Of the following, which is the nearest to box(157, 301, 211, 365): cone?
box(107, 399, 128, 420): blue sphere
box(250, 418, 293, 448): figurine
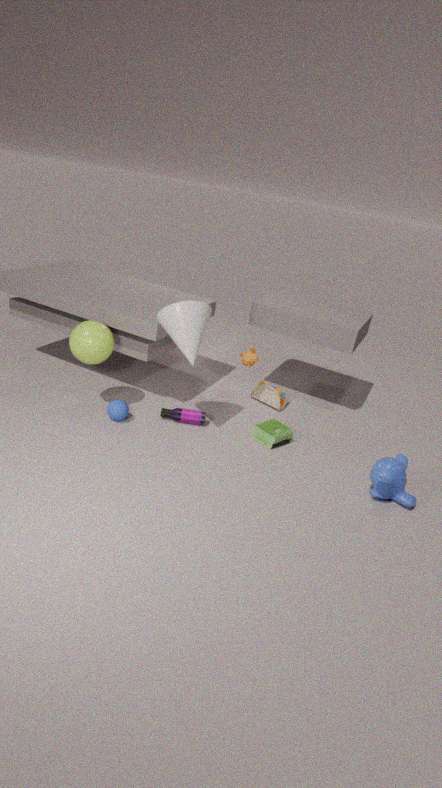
box(107, 399, 128, 420): blue sphere
